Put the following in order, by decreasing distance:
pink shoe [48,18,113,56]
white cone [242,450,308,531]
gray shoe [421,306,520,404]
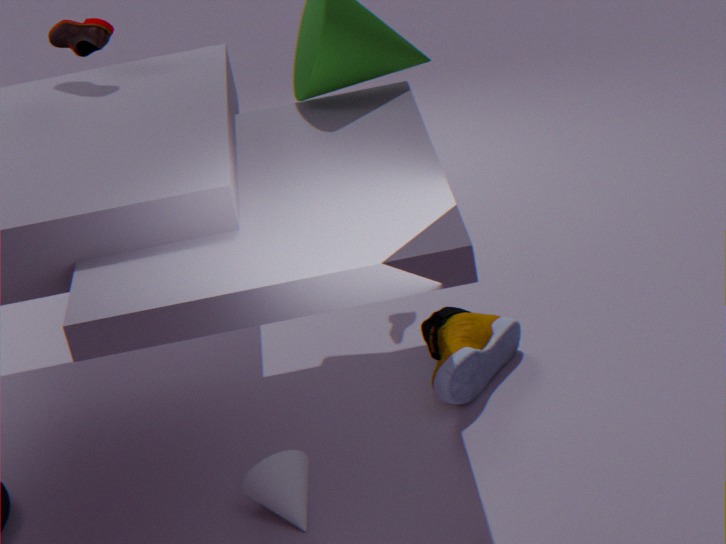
pink shoe [48,18,113,56] → gray shoe [421,306,520,404] → white cone [242,450,308,531]
